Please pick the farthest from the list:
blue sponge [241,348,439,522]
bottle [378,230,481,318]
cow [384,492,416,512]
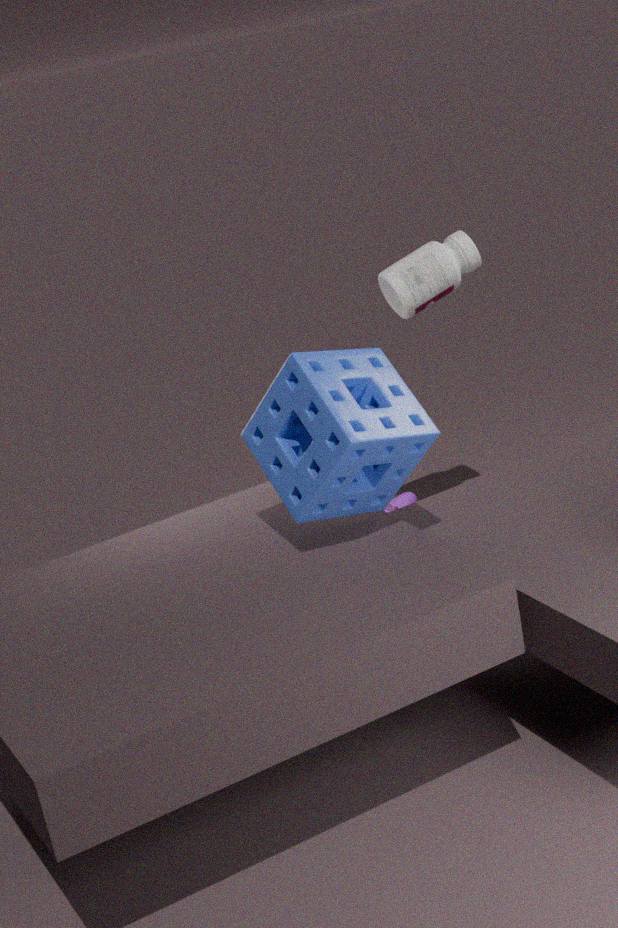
cow [384,492,416,512]
